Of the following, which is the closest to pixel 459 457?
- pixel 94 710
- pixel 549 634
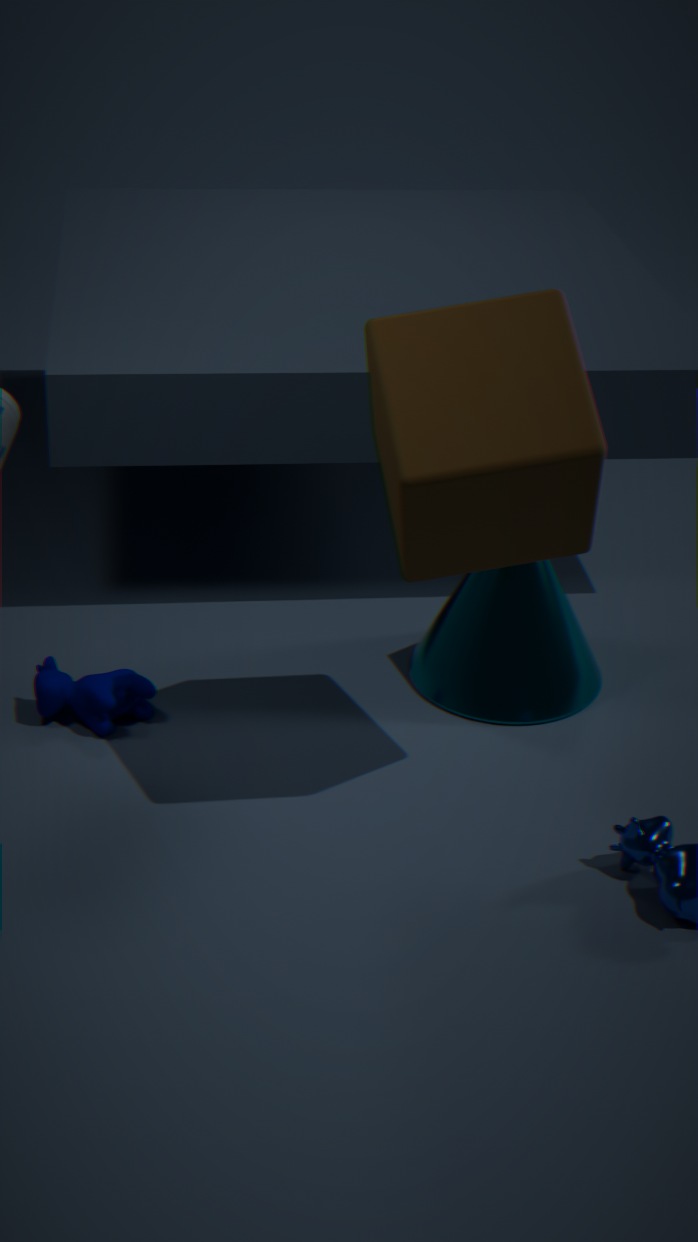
pixel 549 634
